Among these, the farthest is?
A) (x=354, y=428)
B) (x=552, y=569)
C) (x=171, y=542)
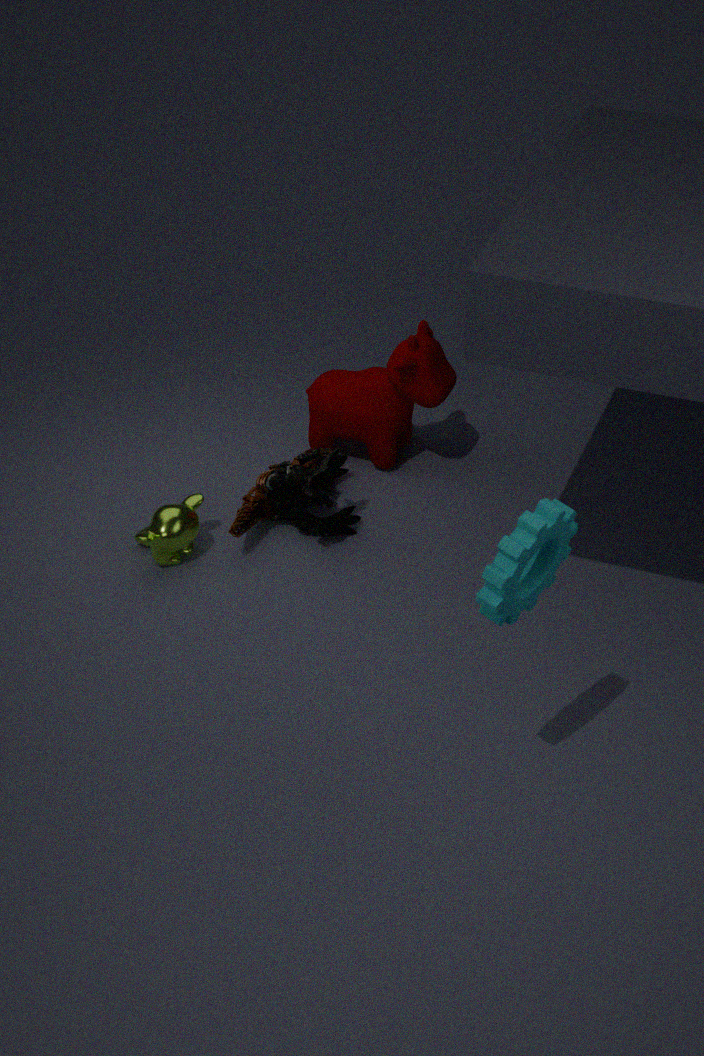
(x=354, y=428)
